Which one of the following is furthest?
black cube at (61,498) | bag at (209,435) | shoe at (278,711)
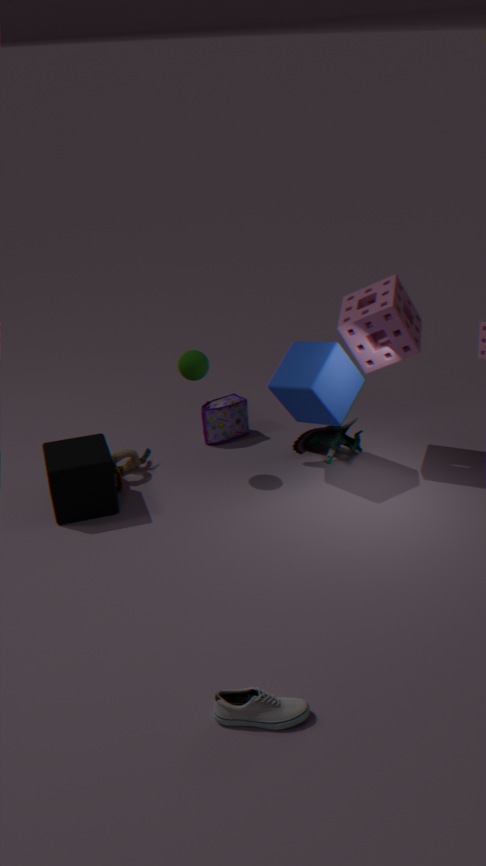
bag at (209,435)
